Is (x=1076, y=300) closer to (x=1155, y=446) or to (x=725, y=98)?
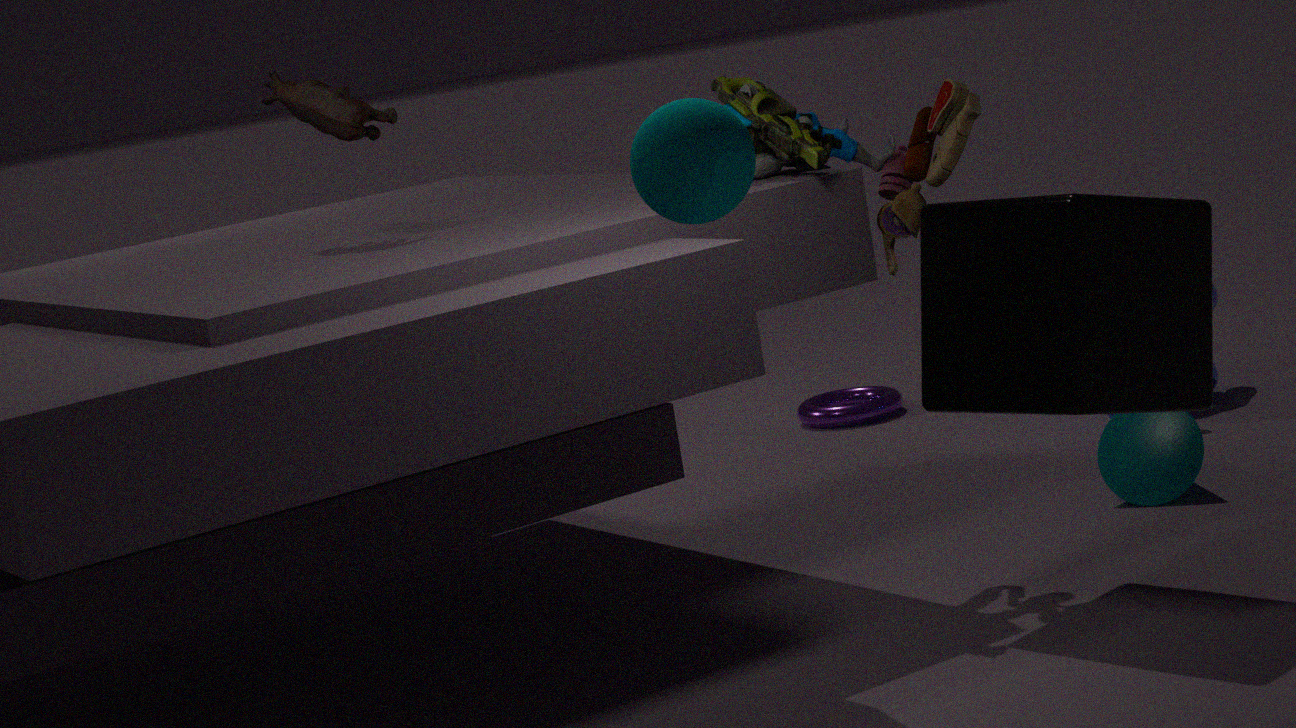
(x=725, y=98)
